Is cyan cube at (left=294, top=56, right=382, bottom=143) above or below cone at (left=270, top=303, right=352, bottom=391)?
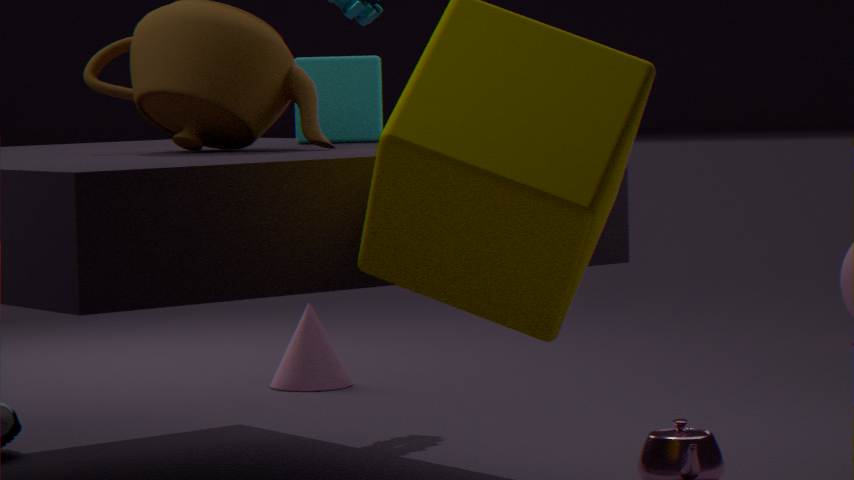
above
